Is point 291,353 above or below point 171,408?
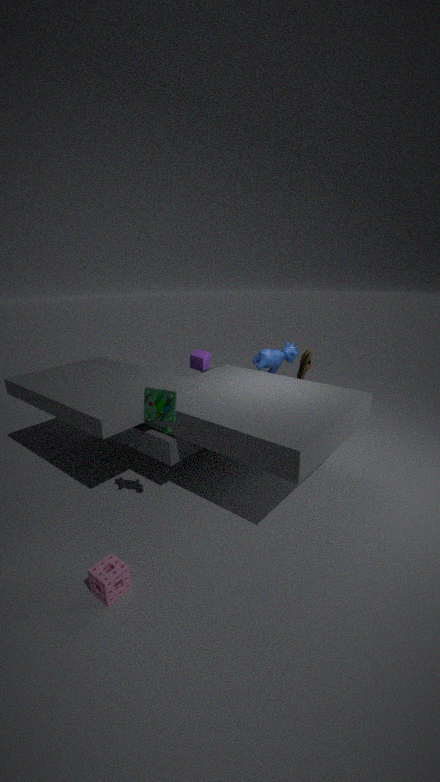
below
